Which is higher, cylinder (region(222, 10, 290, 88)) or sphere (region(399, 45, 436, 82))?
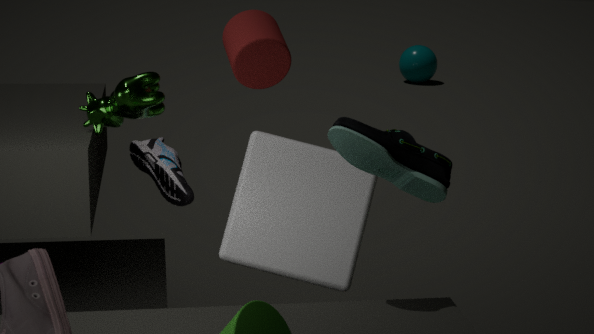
cylinder (region(222, 10, 290, 88))
